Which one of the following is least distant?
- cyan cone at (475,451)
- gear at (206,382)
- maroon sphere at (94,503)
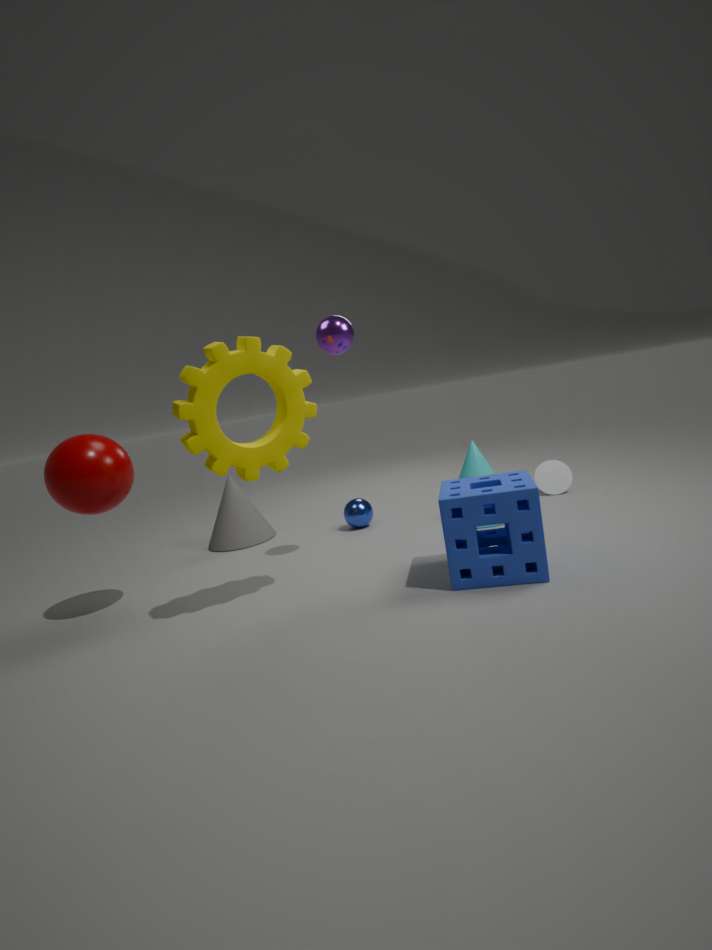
gear at (206,382)
